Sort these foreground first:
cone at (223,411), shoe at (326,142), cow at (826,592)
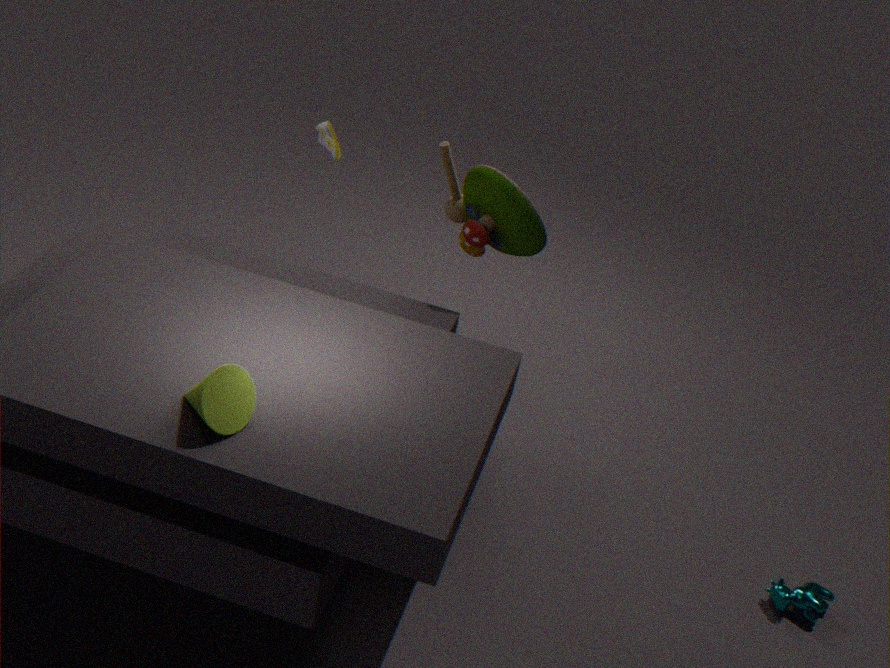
1. cone at (223,411)
2. cow at (826,592)
3. shoe at (326,142)
